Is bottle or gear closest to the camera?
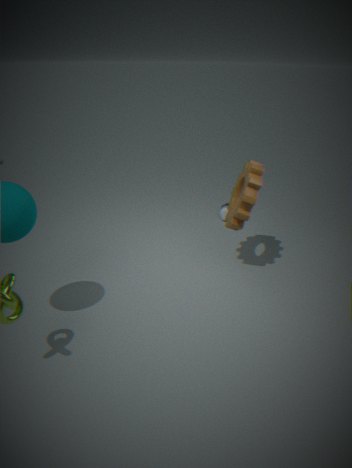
gear
